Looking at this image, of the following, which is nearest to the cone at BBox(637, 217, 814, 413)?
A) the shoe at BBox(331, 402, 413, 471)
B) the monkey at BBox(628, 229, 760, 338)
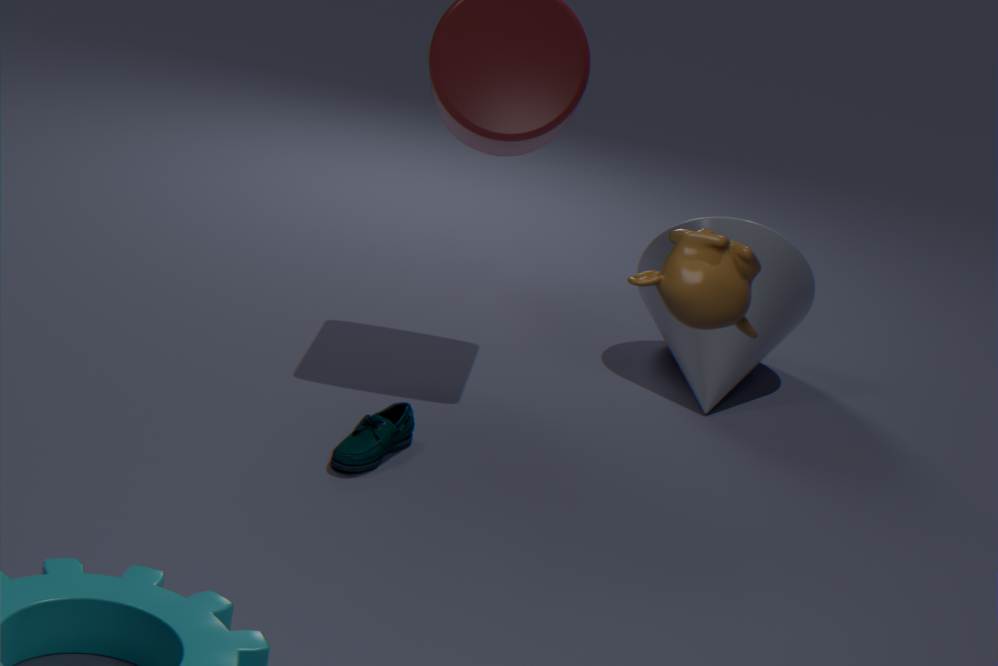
the shoe at BBox(331, 402, 413, 471)
